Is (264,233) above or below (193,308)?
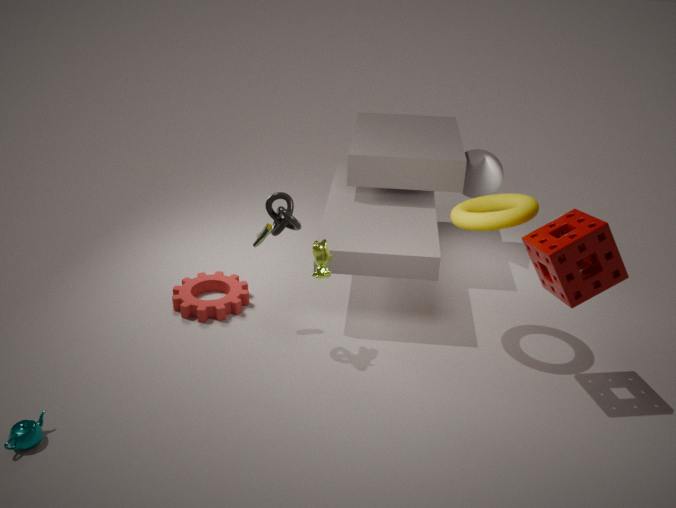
above
